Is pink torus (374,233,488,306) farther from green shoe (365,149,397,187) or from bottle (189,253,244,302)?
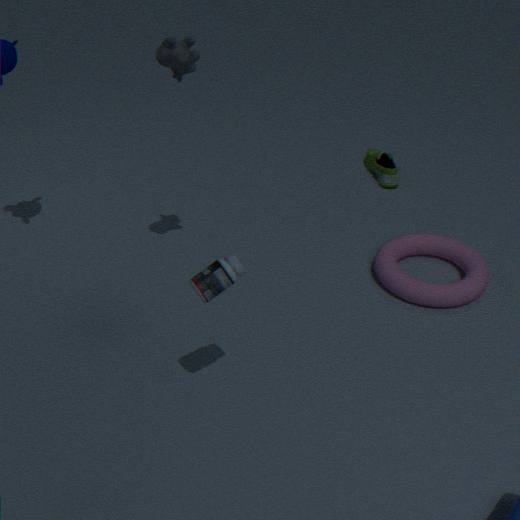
bottle (189,253,244,302)
